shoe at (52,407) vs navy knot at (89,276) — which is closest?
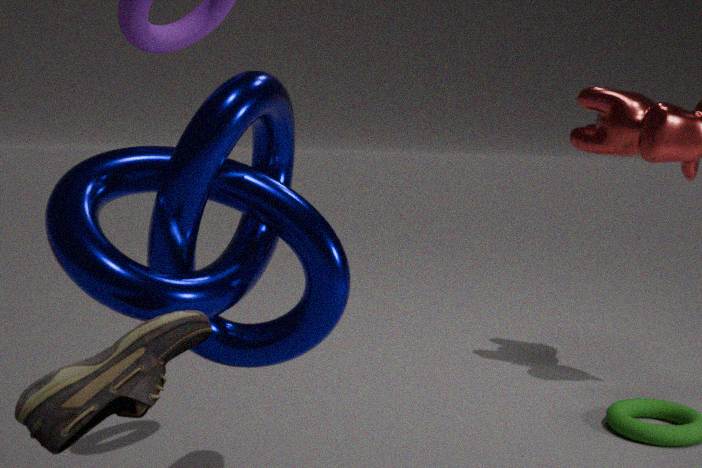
shoe at (52,407)
